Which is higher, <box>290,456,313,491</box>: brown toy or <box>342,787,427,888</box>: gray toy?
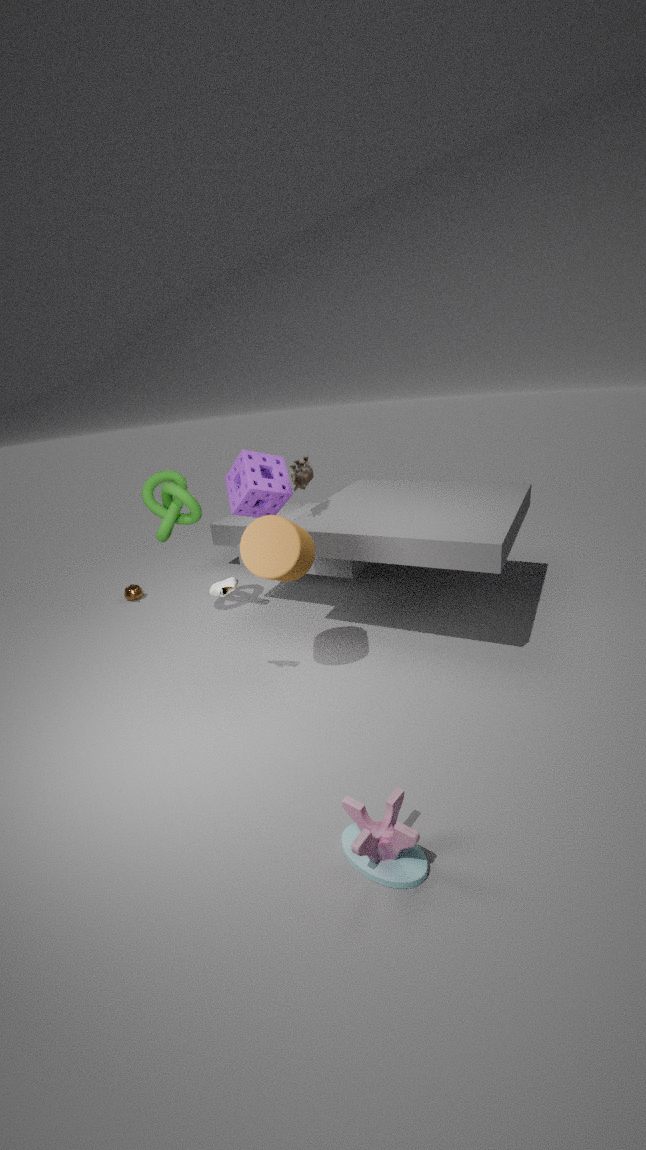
<box>290,456,313,491</box>: brown toy
